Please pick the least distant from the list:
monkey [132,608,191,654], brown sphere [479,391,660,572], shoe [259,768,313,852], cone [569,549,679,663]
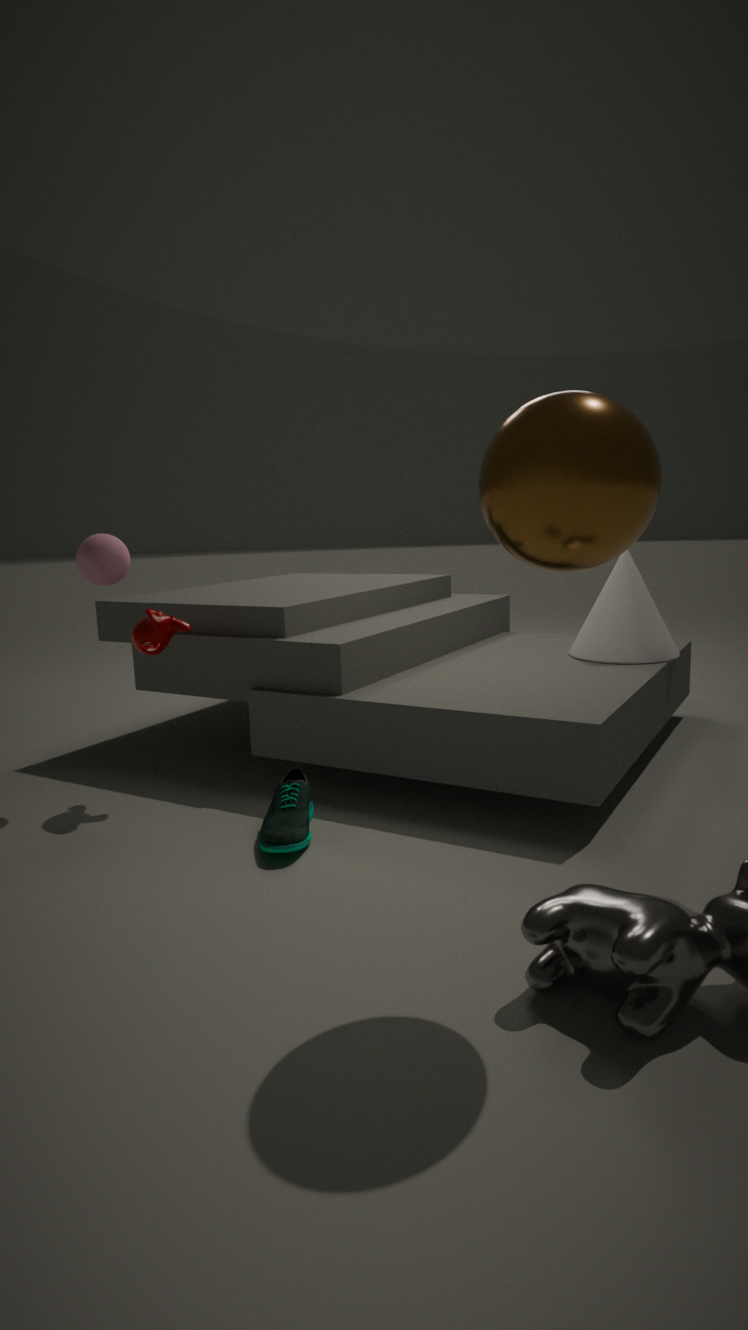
brown sphere [479,391,660,572]
